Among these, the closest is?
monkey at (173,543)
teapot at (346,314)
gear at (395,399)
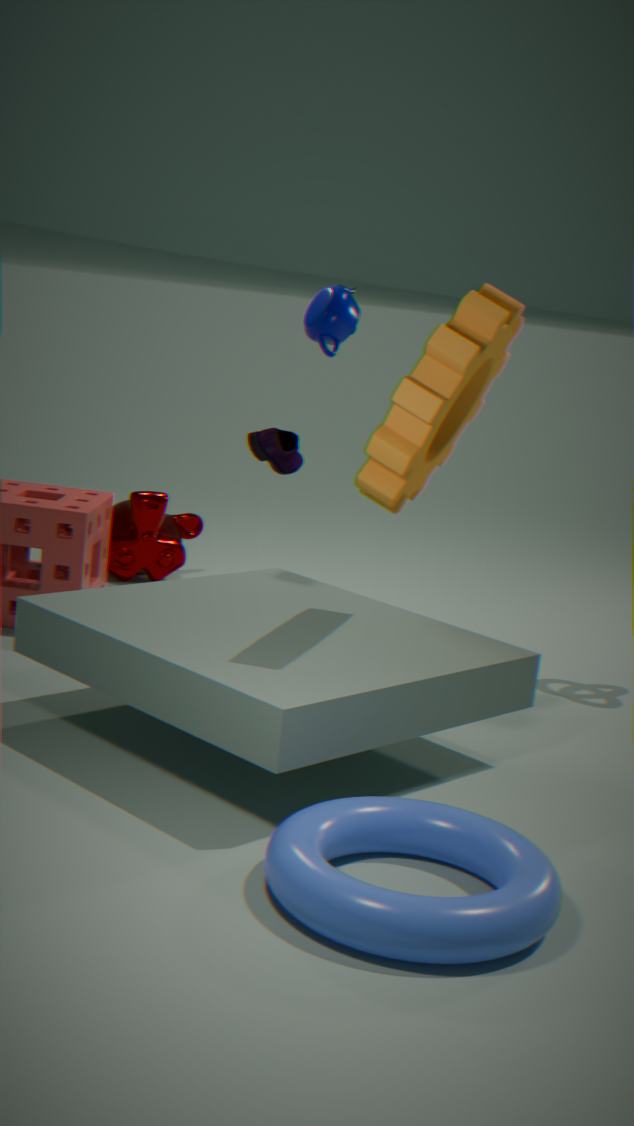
gear at (395,399)
